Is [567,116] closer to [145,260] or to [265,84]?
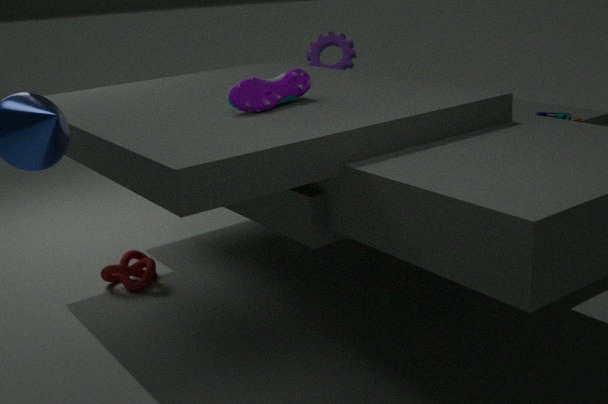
[265,84]
